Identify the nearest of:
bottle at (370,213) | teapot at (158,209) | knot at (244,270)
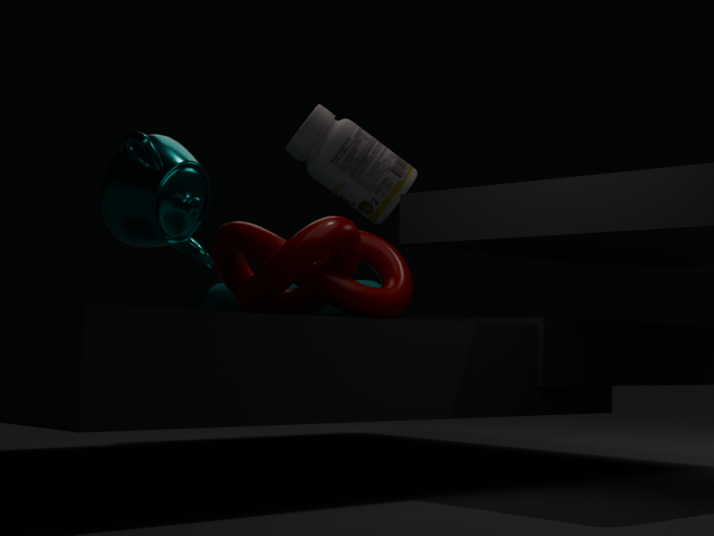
knot at (244,270)
